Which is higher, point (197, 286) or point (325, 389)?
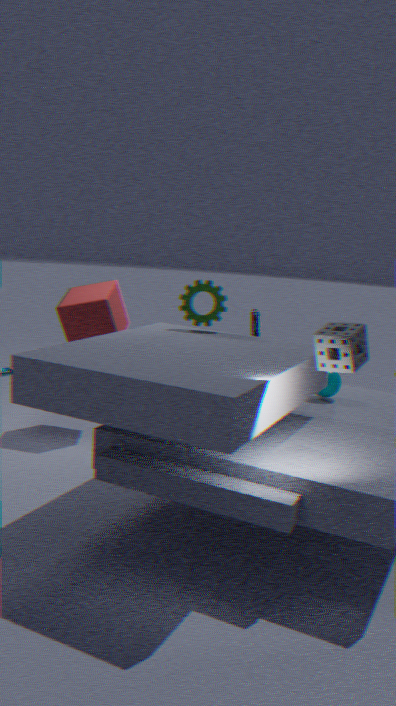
Result: point (197, 286)
